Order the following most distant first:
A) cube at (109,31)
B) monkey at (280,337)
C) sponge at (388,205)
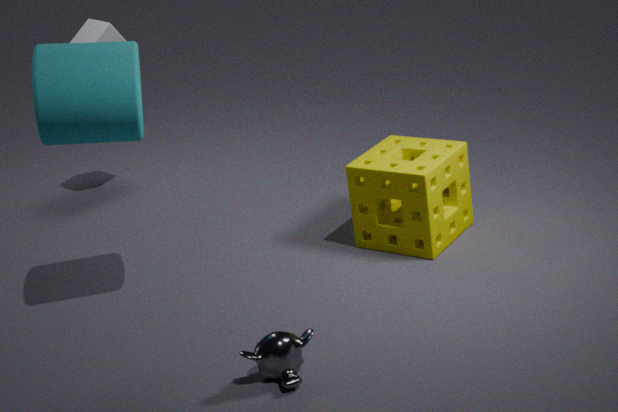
cube at (109,31) < sponge at (388,205) < monkey at (280,337)
